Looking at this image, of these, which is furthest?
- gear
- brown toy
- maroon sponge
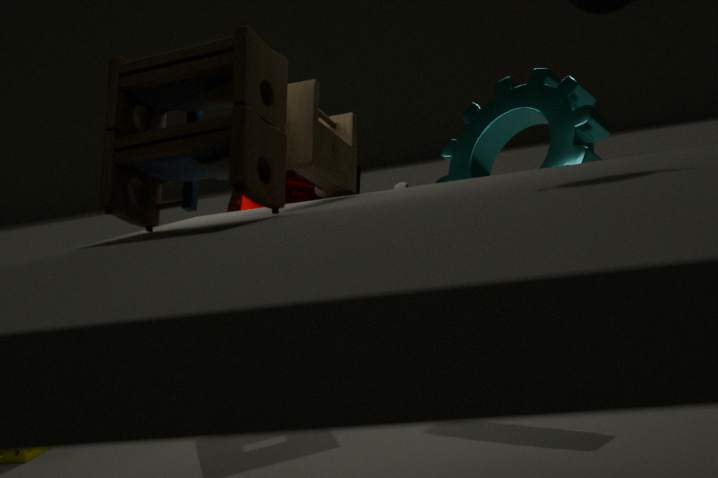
maroon sponge
